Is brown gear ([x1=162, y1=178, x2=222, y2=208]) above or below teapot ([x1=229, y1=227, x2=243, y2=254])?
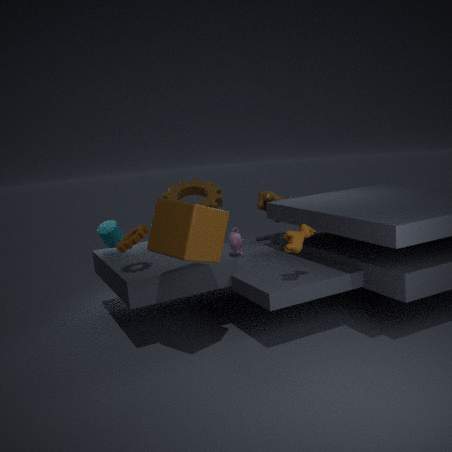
above
